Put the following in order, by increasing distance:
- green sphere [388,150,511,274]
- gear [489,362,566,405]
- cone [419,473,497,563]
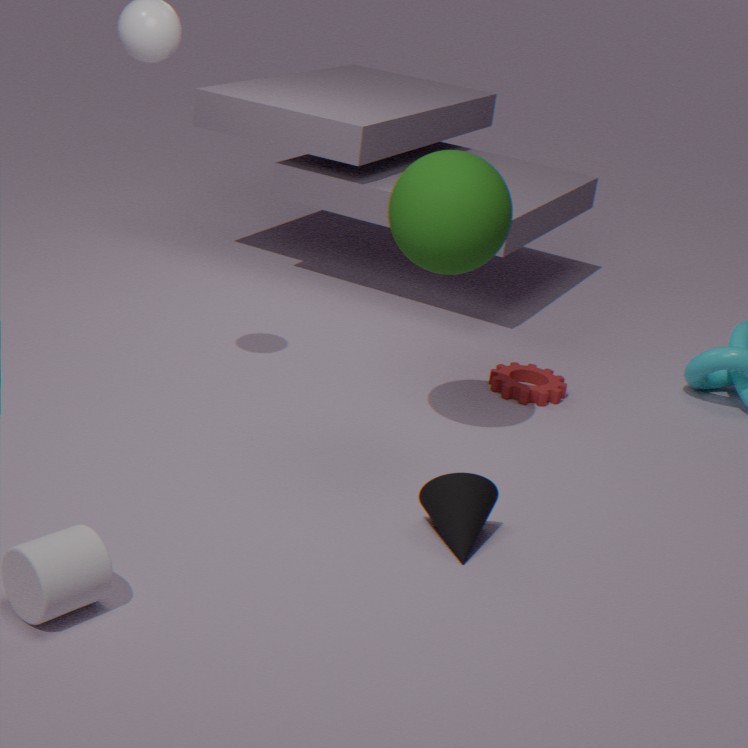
cone [419,473,497,563]
green sphere [388,150,511,274]
gear [489,362,566,405]
